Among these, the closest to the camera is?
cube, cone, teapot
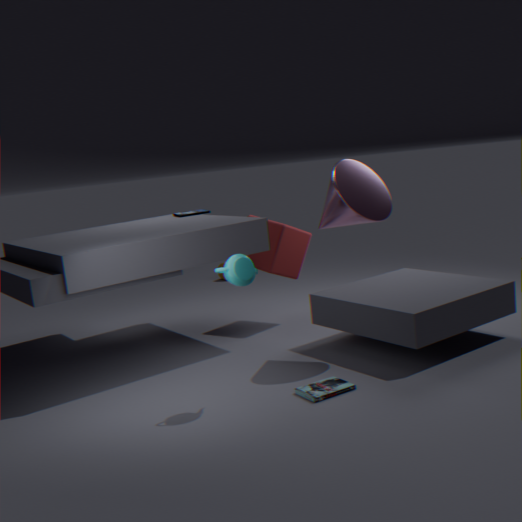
teapot
